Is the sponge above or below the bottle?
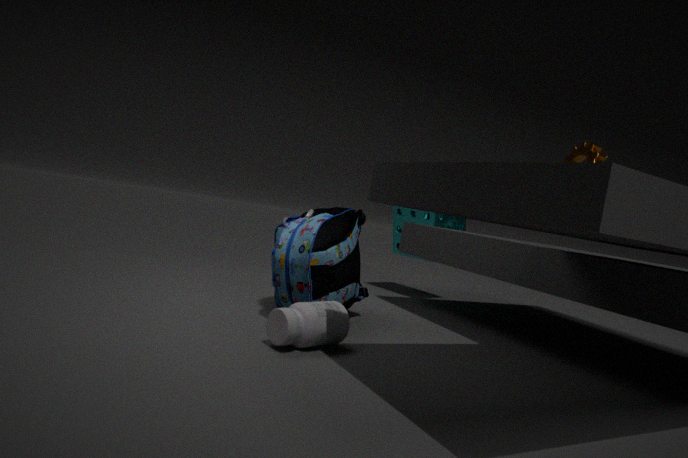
above
